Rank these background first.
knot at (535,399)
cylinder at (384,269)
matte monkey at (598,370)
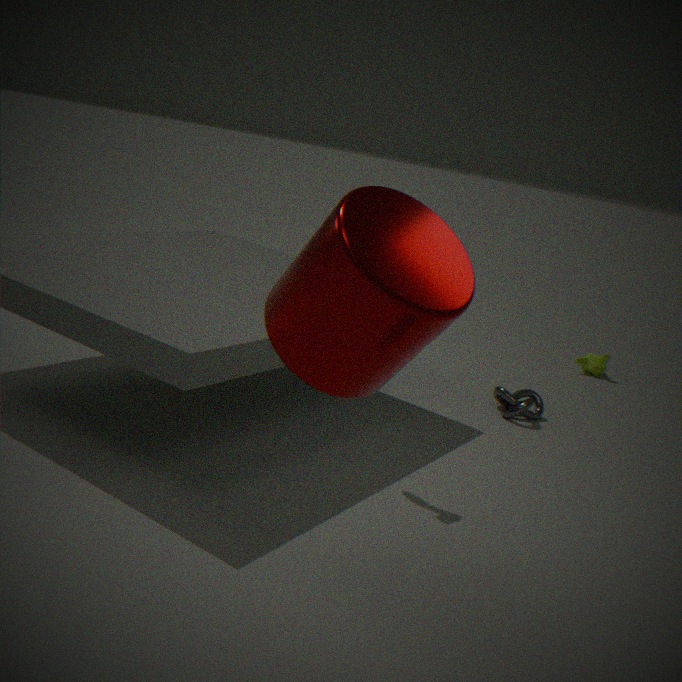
matte monkey at (598,370) < knot at (535,399) < cylinder at (384,269)
